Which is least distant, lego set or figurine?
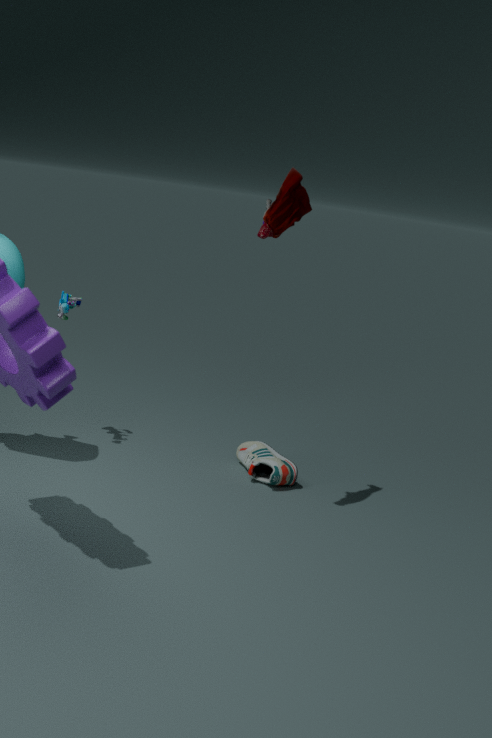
figurine
